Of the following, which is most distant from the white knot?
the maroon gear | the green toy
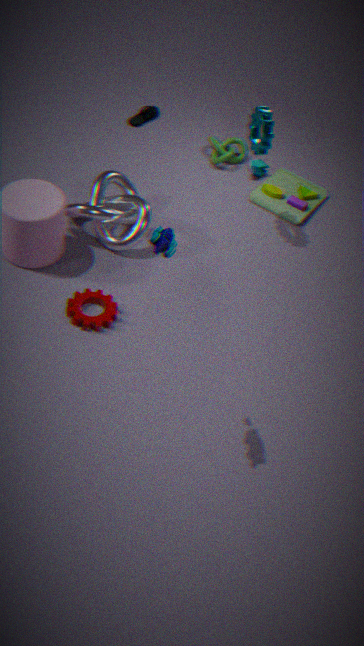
the green toy
